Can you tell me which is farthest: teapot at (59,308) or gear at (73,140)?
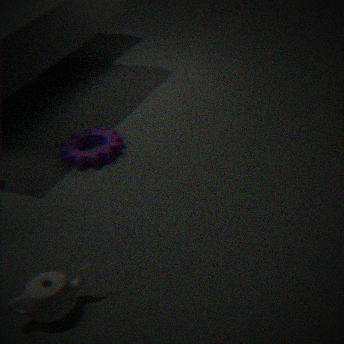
gear at (73,140)
